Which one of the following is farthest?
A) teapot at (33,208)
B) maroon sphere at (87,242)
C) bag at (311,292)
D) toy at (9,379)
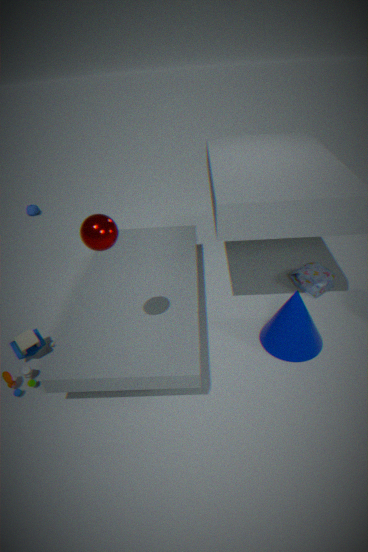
teapot at (33,208)
